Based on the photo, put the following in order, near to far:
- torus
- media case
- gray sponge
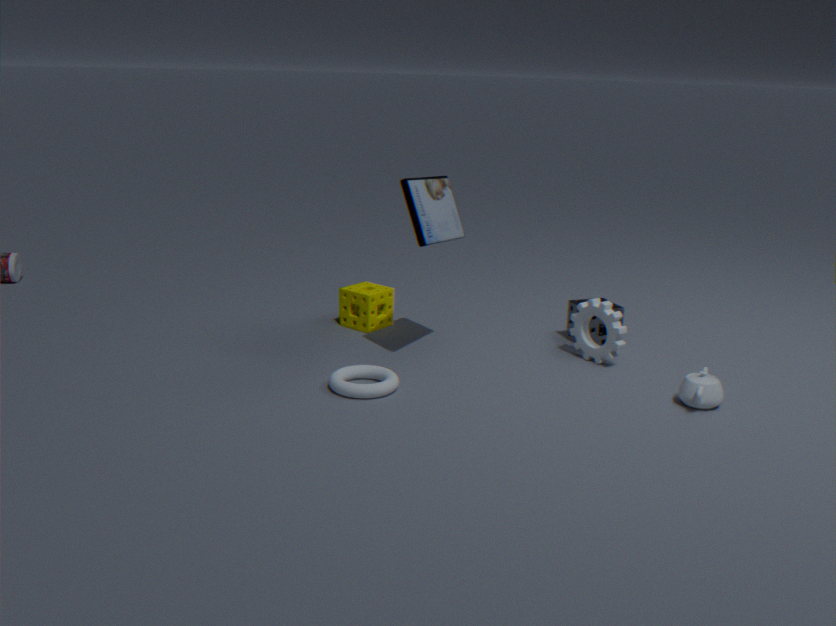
torus, media case, gray sponge
